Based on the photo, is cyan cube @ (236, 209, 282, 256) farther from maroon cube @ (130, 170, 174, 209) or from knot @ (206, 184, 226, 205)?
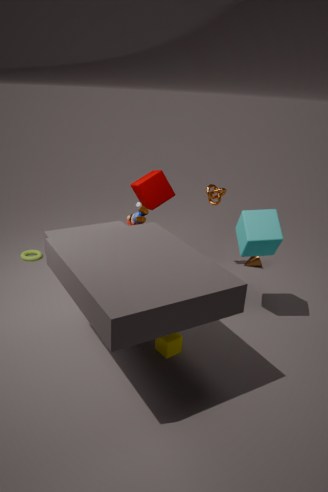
maroon cube @ (130, 170, 174, 209)
